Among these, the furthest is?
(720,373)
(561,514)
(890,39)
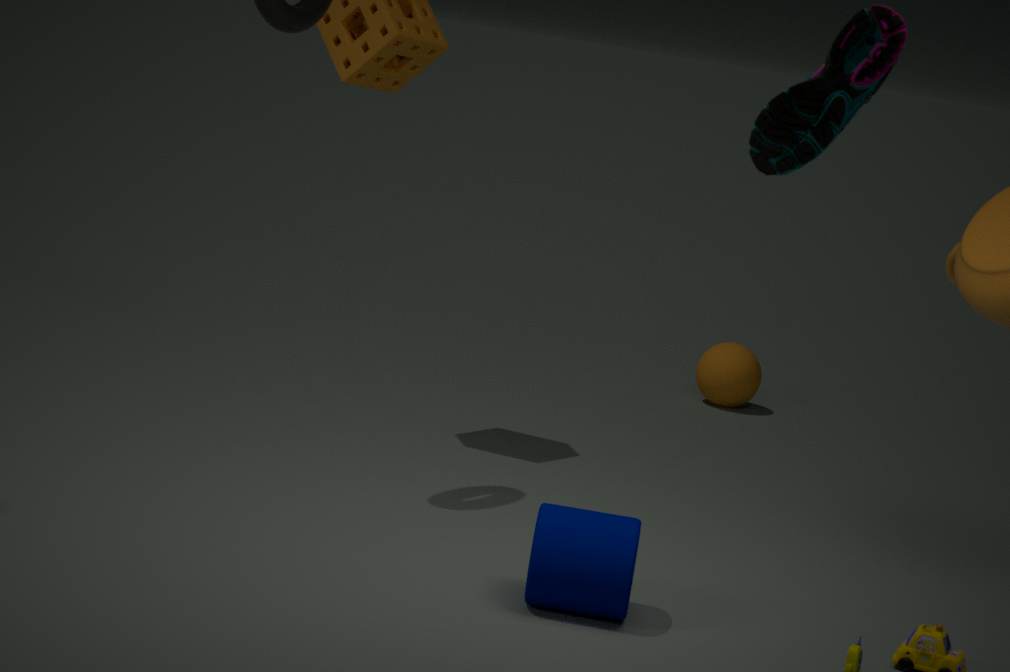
(720,373)
